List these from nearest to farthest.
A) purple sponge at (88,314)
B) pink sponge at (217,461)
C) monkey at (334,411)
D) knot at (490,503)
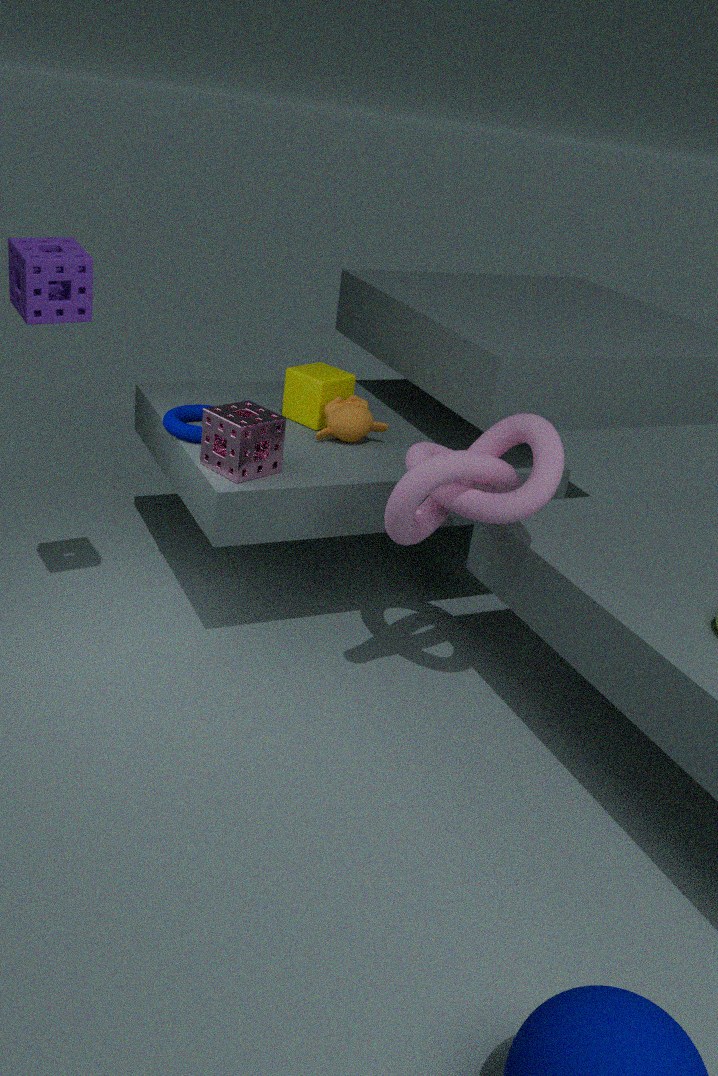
purple sponge at (88,314), knot at (490,503), pink sponge at (217,461), monkey at (334,411)
